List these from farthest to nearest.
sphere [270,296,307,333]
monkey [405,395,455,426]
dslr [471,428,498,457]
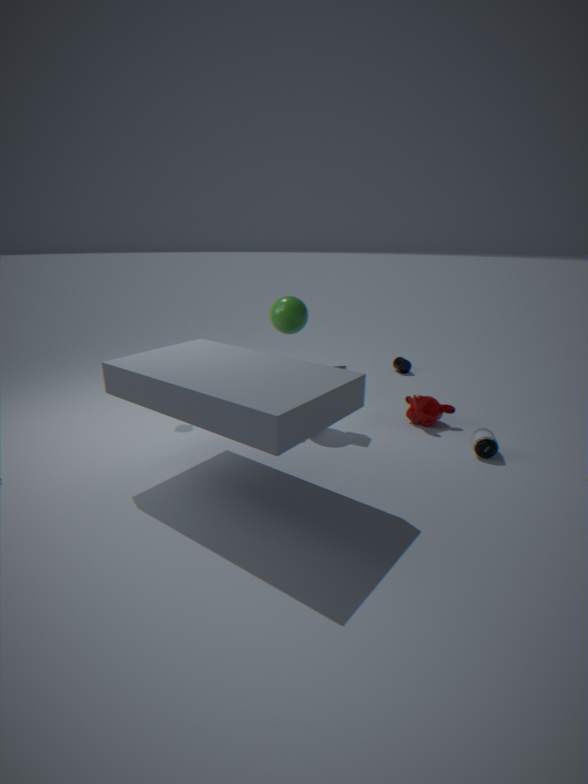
monkey [405,395,455,426], sphere [270,296,307,333], dslr [471,428,498,457]
